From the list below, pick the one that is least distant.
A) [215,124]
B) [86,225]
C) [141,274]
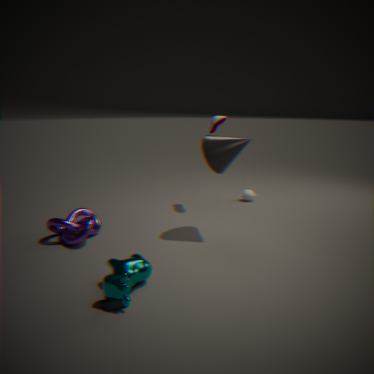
[141,274]
